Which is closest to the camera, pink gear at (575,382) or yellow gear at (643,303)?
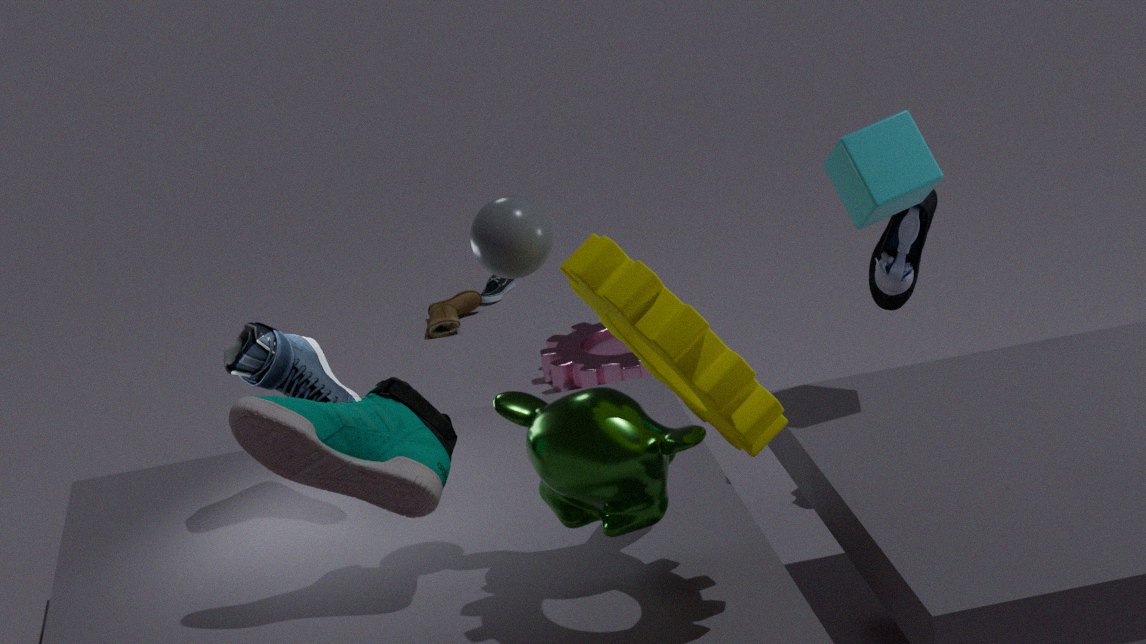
yellow gear at (643,303)
